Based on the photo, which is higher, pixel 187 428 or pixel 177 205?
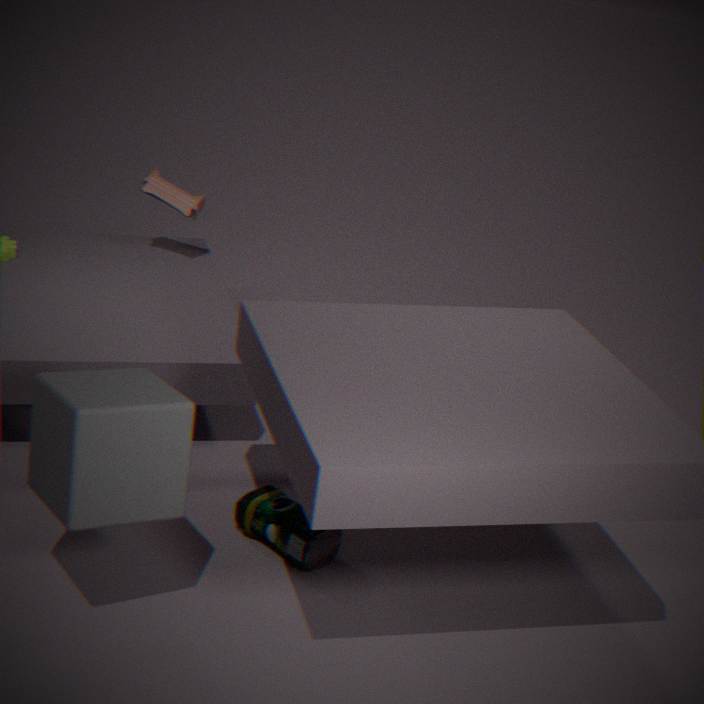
pixel 177 205
